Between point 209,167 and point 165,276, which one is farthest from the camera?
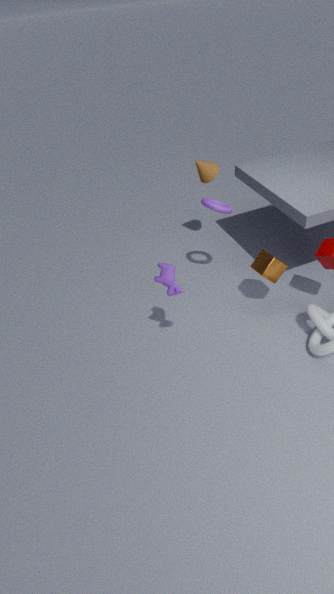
point 209,167
